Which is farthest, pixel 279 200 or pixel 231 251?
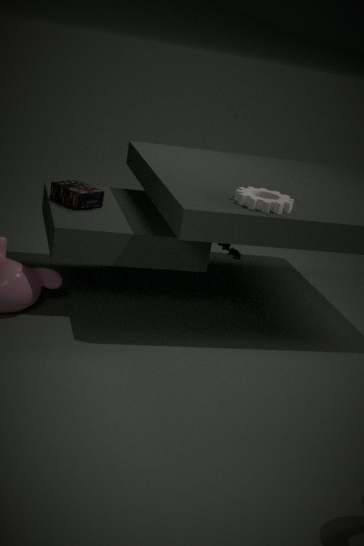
pixel 231 251
